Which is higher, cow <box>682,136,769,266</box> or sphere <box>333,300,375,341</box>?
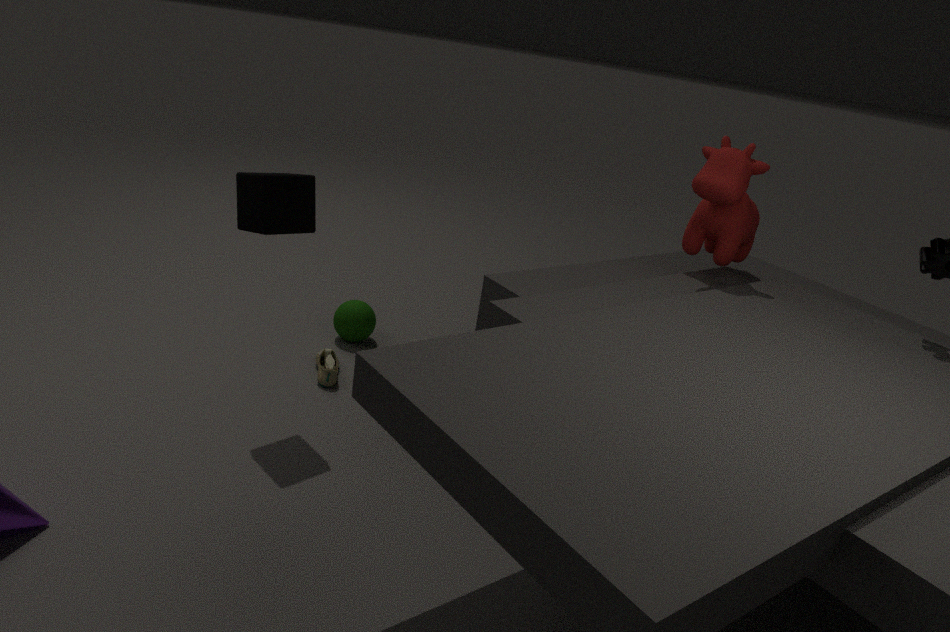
cow <box>682,136,769,266</box>
